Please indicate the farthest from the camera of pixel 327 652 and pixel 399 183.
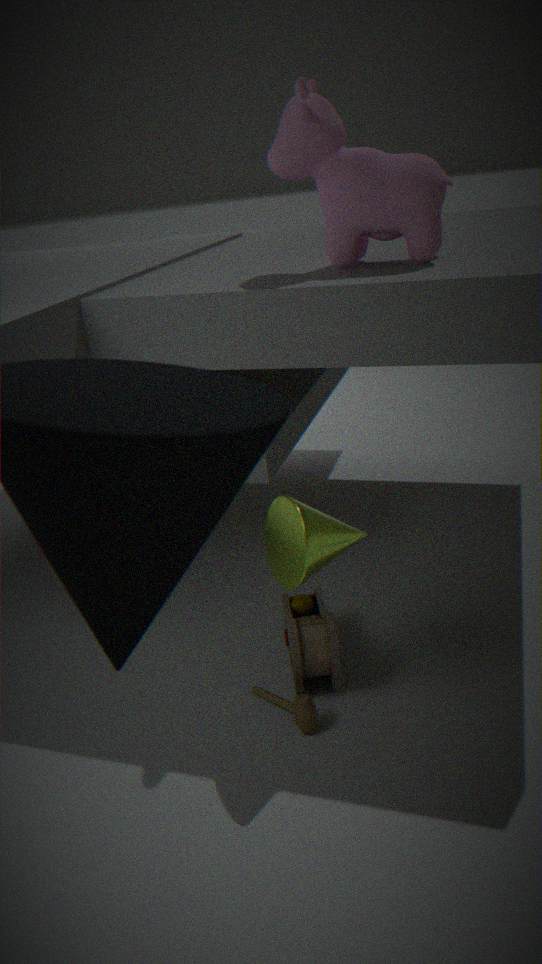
pixel 327 652
